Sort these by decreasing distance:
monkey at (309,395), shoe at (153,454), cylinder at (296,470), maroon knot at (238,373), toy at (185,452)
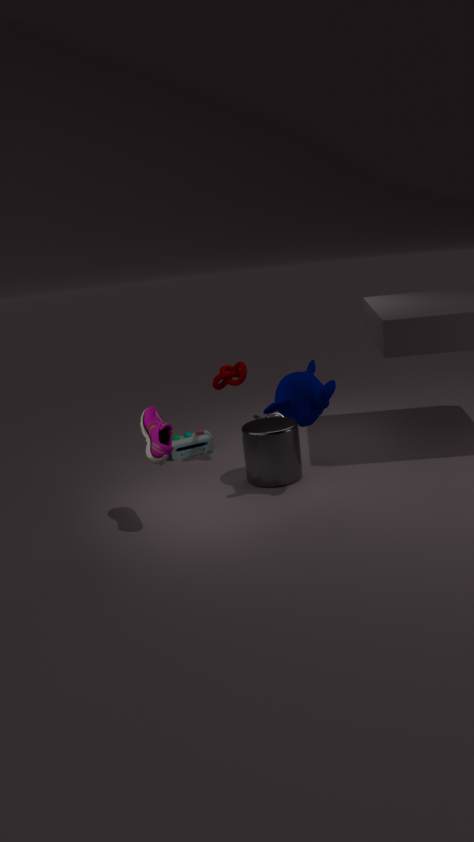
toy at (185,452) → maroon knot at (238,373) → cylinder at (296,470) → monkey at (309,395) → shoe at (153,454)
